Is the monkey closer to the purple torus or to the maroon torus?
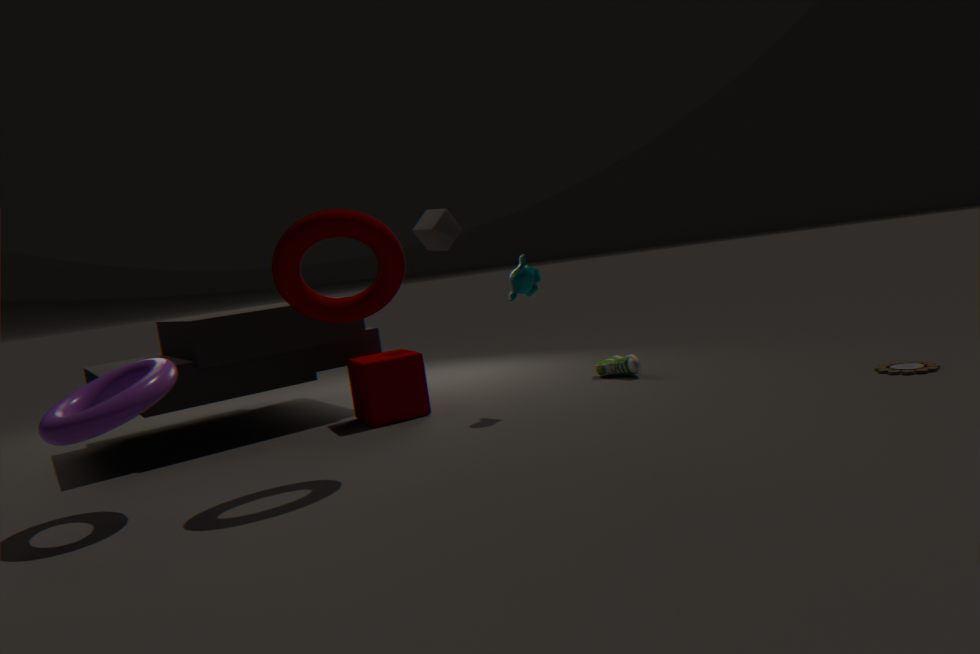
the maroon torus
